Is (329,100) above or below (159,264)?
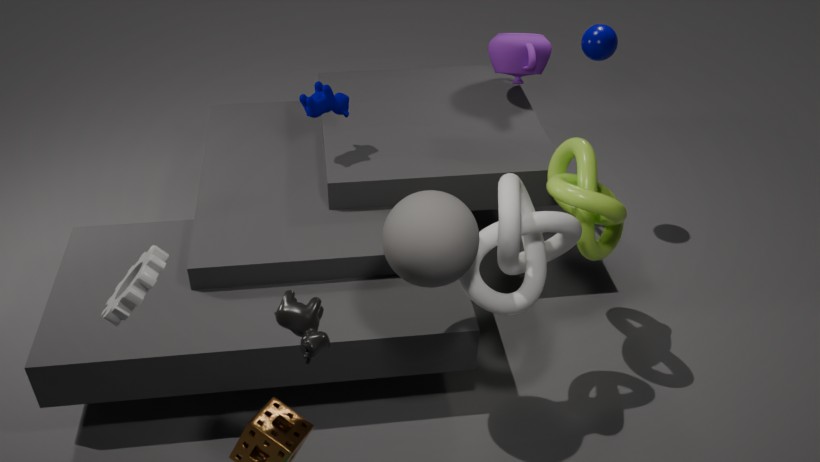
below
